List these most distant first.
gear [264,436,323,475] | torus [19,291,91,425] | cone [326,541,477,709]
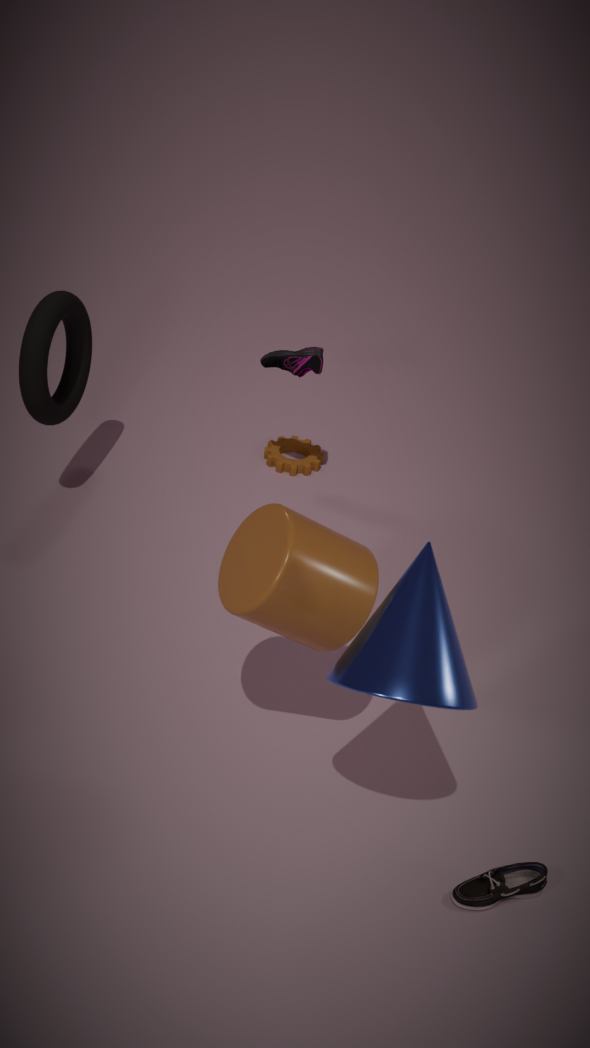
gear [264,436,323,475] → torus [19,291,91,425] → cone [326,541,477,709]
